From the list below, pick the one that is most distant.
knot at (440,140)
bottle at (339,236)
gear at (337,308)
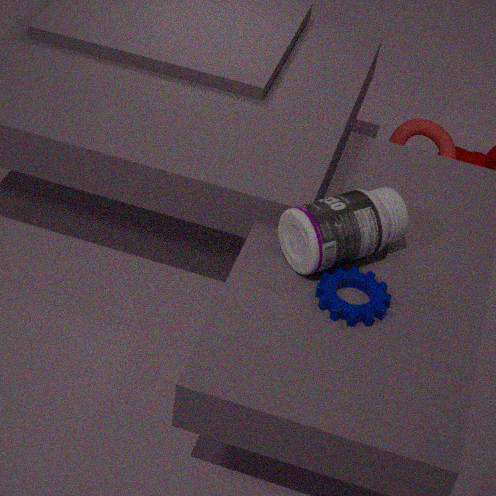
knot at (440,140)
